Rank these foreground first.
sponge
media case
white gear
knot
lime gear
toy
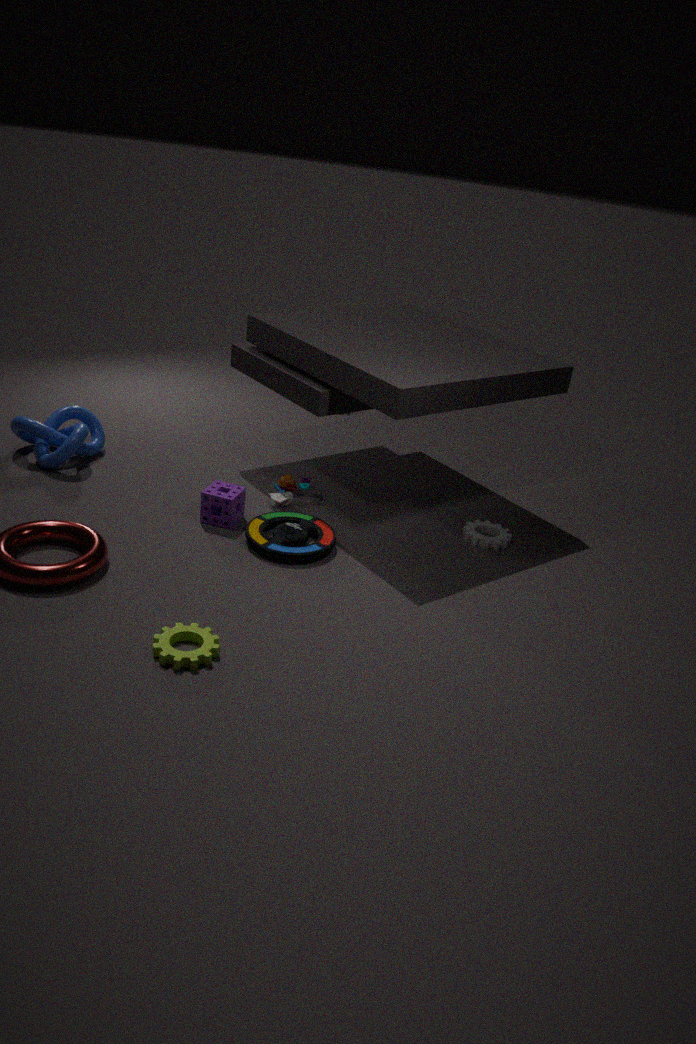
lime gear < media case < sponge < white gear < toy < knot
